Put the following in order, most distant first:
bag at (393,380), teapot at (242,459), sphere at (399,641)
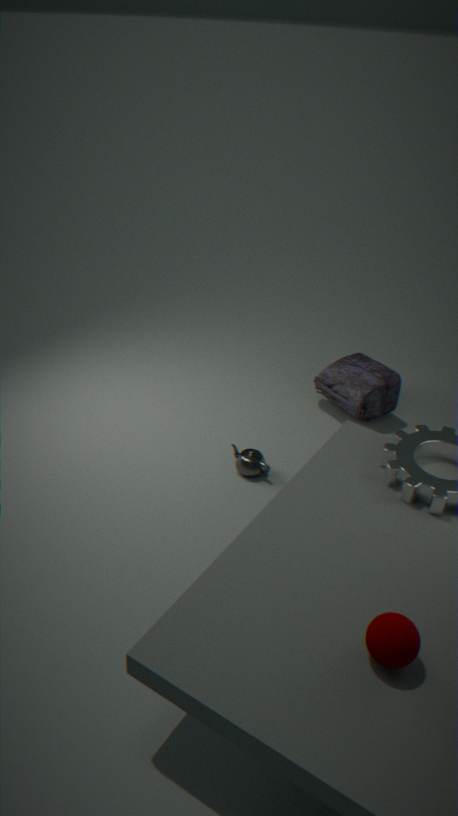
bag at (393,380)
teapot at (242,459)
sphere at (399,641)
